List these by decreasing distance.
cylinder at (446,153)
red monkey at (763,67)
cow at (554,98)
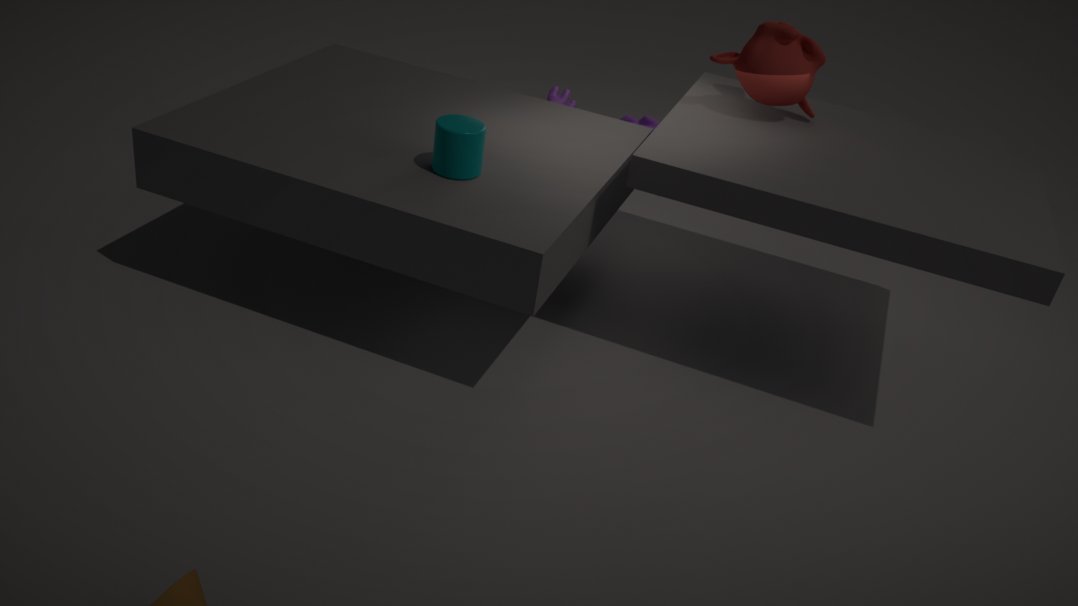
cow at (554,98)
red monkey at (763,67)
cylinder at (446,153)
